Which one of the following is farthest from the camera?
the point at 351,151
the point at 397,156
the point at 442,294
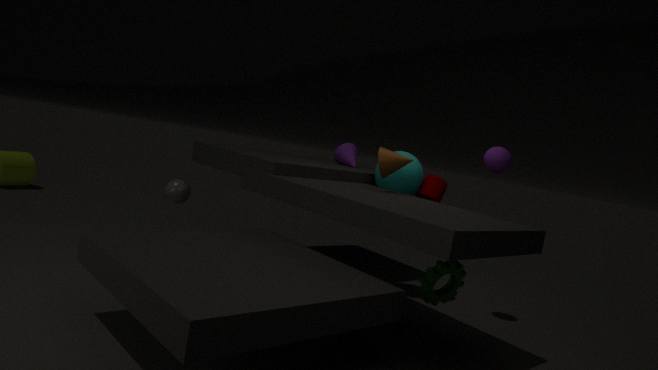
the point at 351,151
